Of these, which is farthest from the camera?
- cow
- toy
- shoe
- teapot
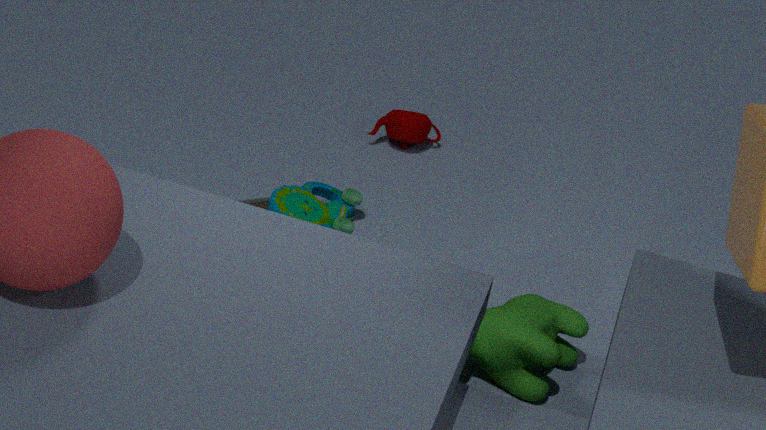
teapot
